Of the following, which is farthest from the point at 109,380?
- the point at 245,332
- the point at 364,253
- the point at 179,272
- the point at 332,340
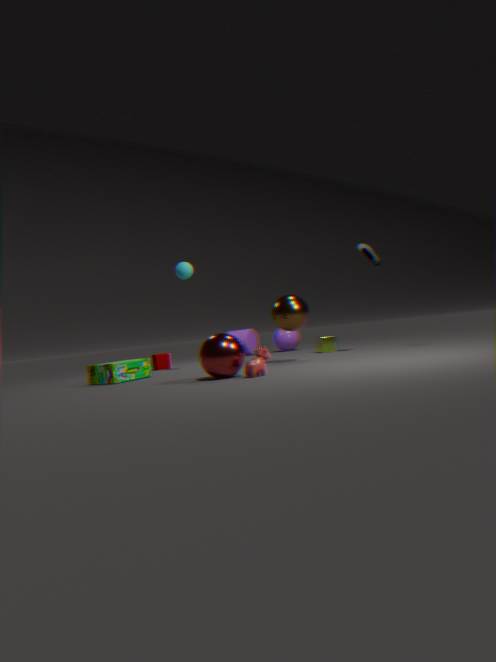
the point at 364,253
